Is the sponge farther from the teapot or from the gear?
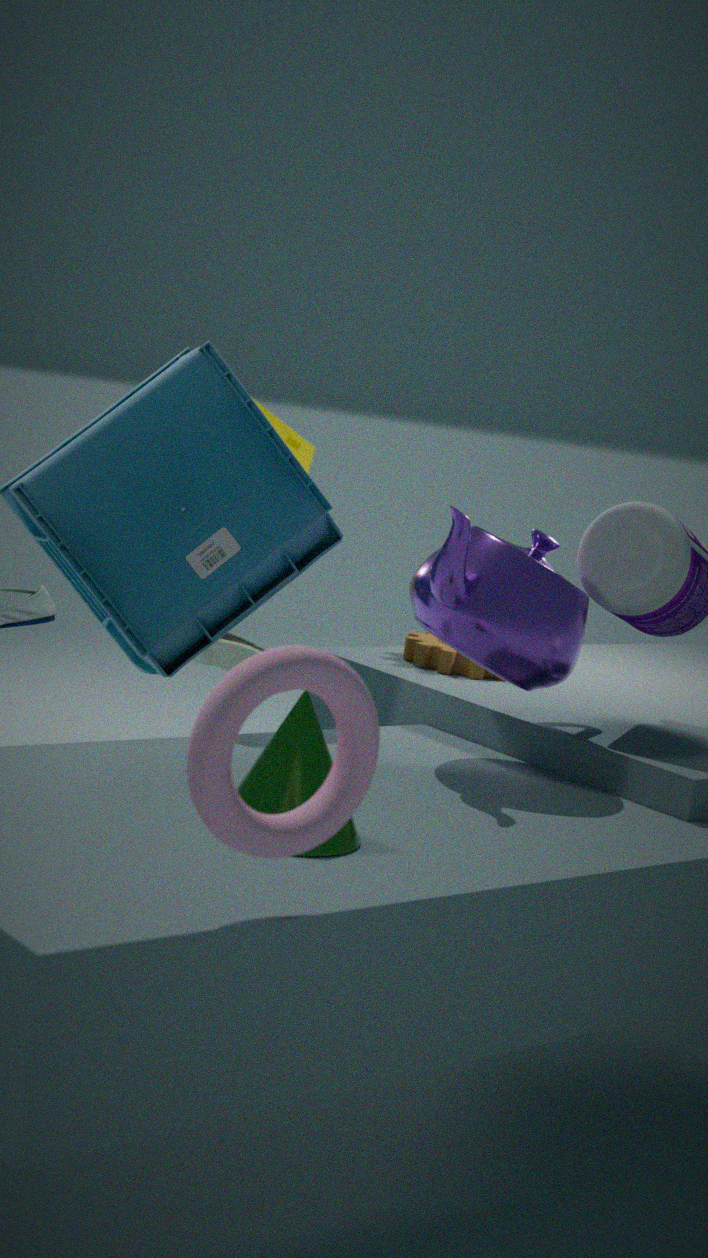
the teapot
